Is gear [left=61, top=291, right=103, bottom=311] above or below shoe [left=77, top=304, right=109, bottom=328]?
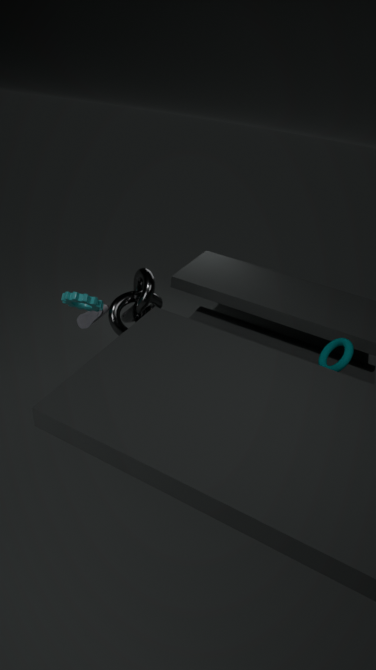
above
